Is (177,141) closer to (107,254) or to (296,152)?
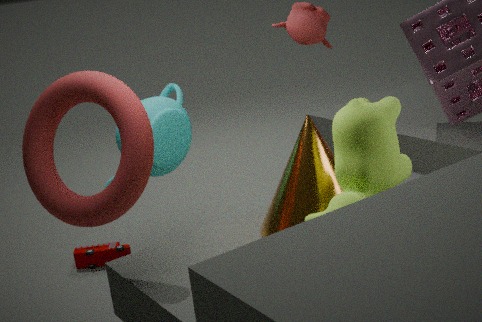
(107,254)
